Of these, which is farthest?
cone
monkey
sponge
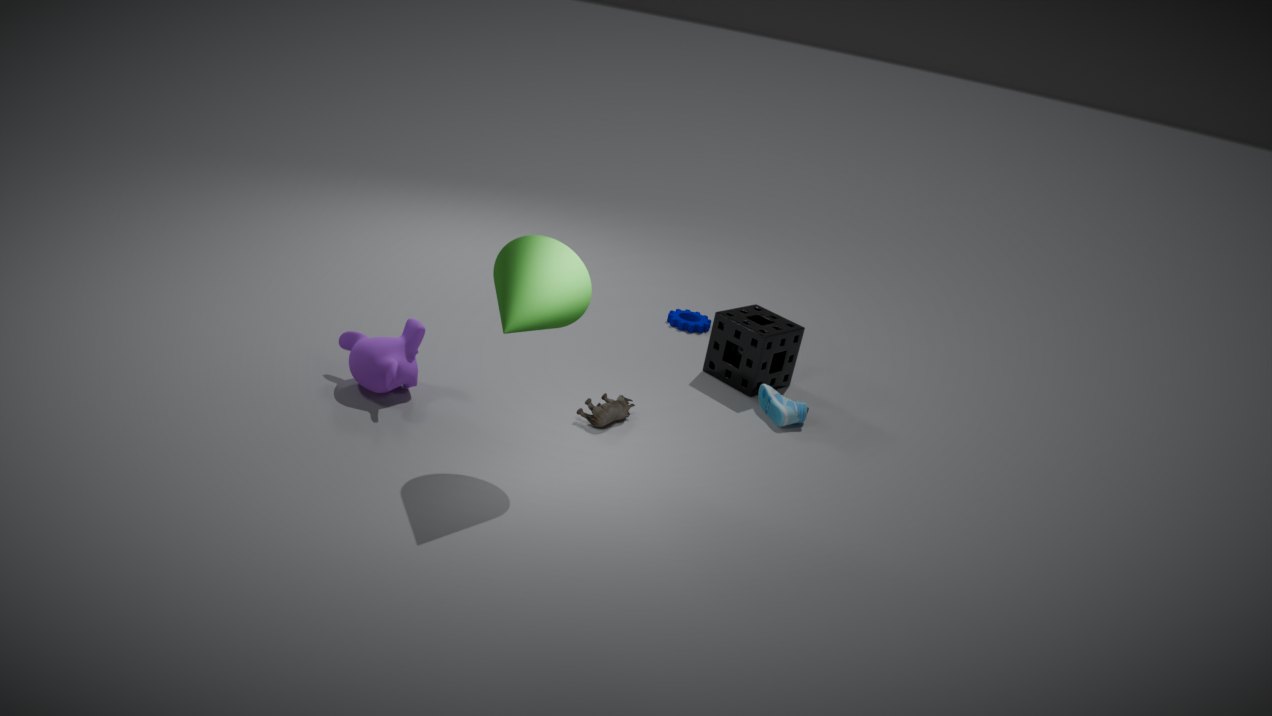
sponge
